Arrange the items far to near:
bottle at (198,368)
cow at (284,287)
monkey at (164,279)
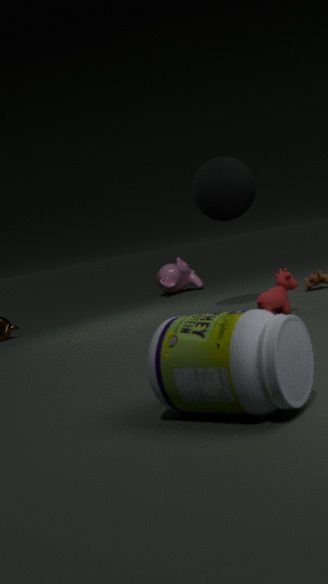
monkey at (164,279) → cow at (284,287) → bottle at (198,368)
